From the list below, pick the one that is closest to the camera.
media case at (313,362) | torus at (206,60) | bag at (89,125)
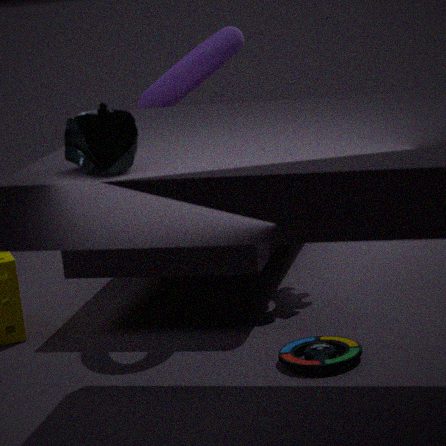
bag at (89,125)
